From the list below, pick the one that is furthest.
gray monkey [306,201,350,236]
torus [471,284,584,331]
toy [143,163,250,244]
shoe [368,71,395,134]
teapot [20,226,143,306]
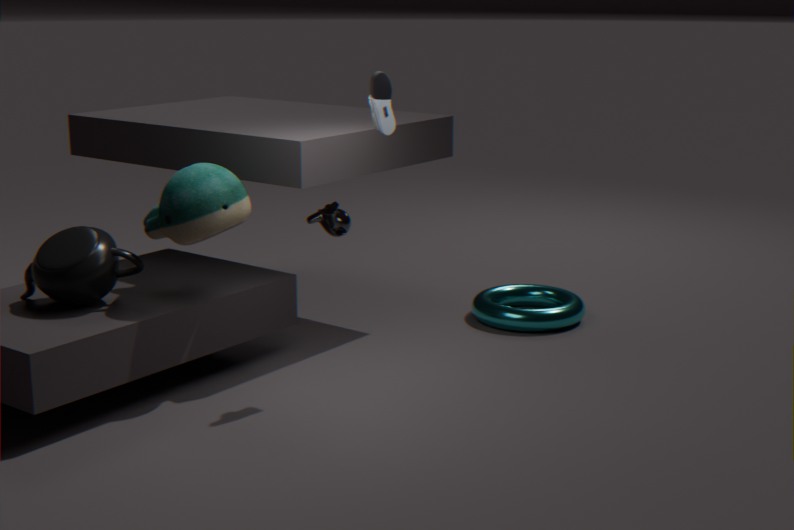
torus [471,284,584,331]
